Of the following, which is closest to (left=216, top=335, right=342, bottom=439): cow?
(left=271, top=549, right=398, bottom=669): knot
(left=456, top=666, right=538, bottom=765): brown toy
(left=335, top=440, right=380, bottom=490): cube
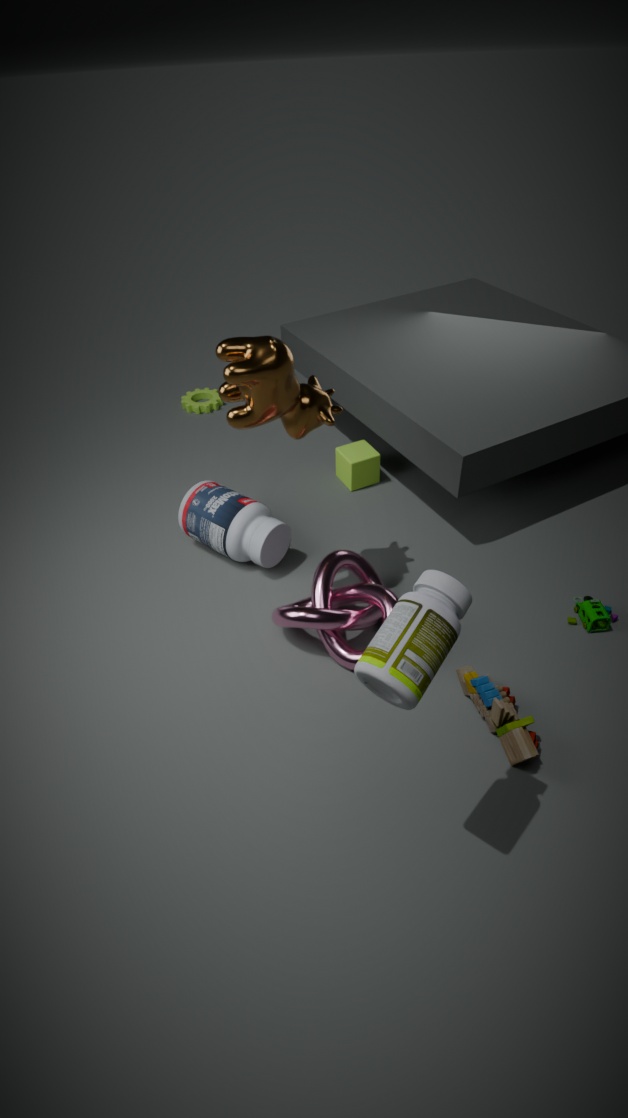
(left=271, top=549, right=398, bottom=669): knot
